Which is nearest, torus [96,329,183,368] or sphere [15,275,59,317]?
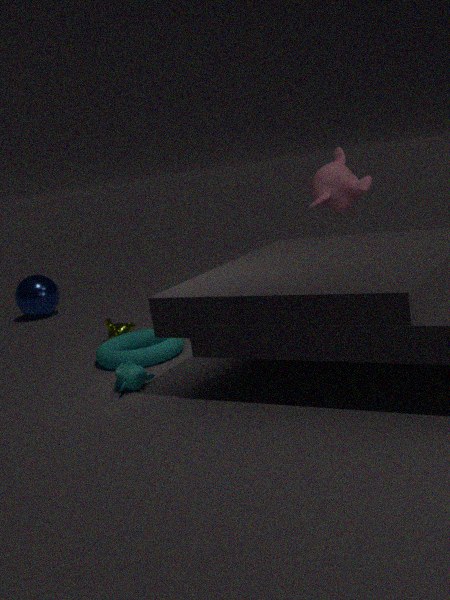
torus [96,329,183,368]
